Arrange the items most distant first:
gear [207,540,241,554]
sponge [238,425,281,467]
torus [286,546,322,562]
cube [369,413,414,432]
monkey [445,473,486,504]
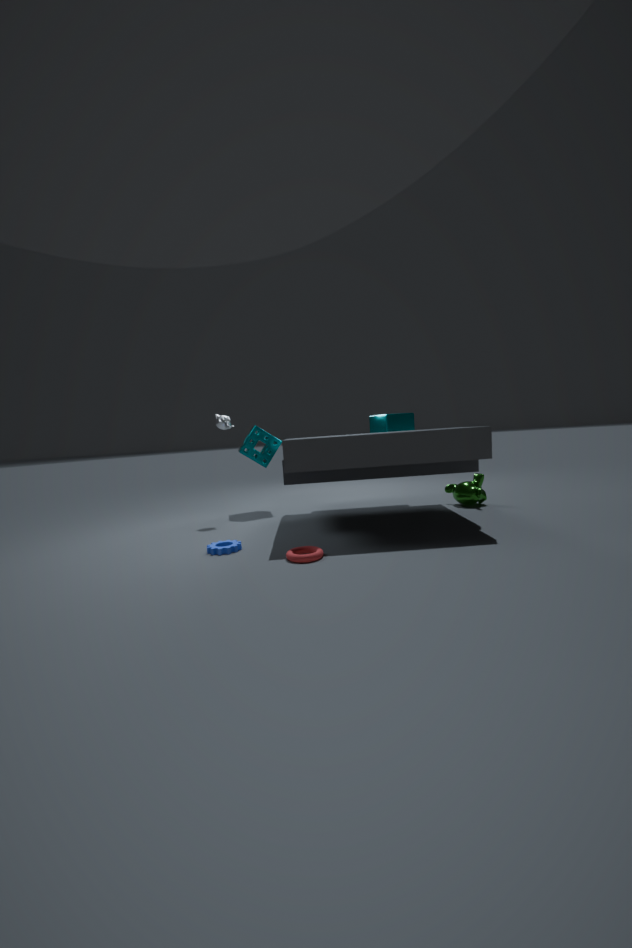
sponge [238,425,281,467]
cube [369,413,414,432]
monkey [445,473,486,504]
gear [207,540,241,554]
torus [286,546,322,562]
